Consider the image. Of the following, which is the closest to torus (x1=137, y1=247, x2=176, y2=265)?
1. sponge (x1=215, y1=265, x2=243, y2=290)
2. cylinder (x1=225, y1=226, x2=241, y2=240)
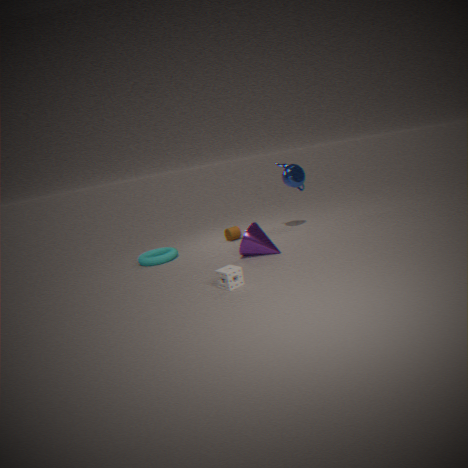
cylinder (x1=225, y1=226, x2=241, y2=240)
